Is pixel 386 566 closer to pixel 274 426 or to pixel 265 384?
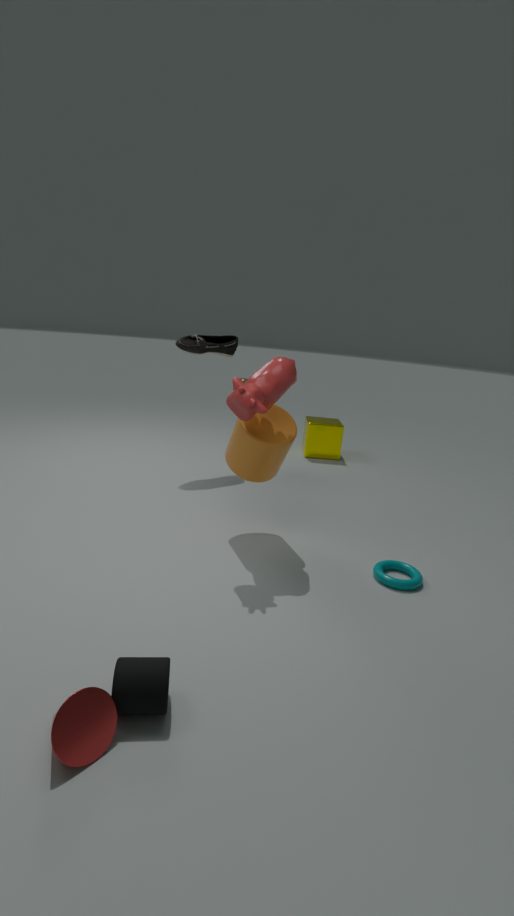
pixel 274 426
